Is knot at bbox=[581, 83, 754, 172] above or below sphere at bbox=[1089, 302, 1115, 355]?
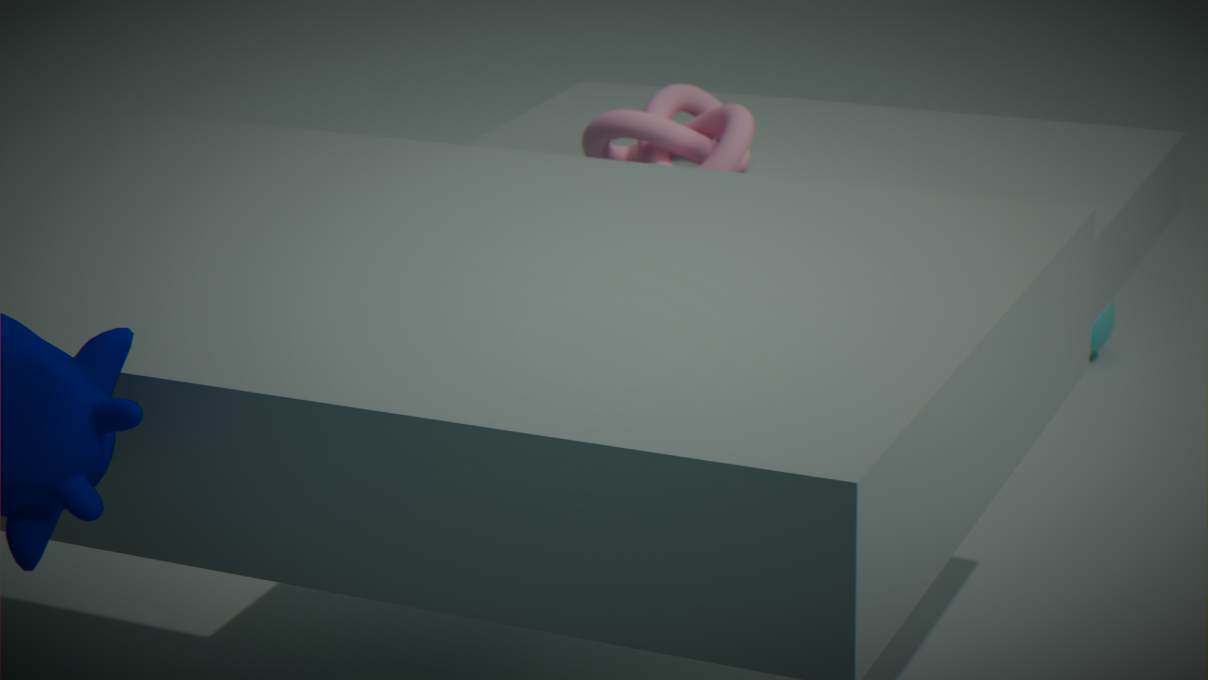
above
